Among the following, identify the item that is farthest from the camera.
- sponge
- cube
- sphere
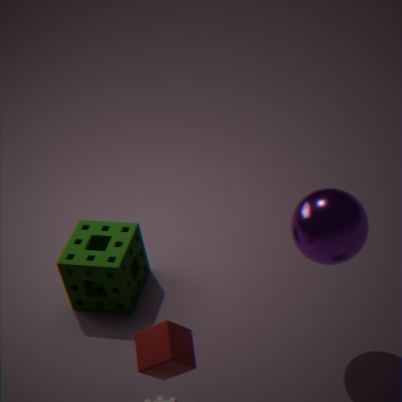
sponge
